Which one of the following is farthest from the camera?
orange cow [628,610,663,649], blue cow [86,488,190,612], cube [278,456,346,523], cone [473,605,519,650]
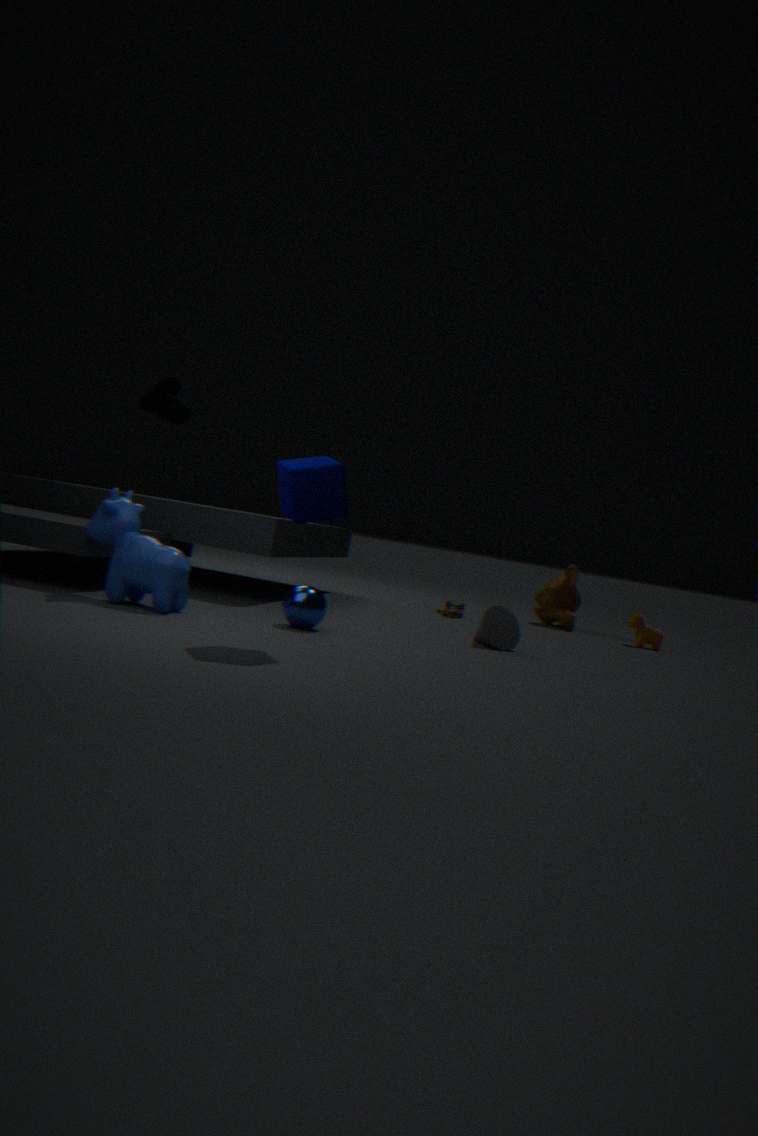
orange cow [628,610,663,649]
